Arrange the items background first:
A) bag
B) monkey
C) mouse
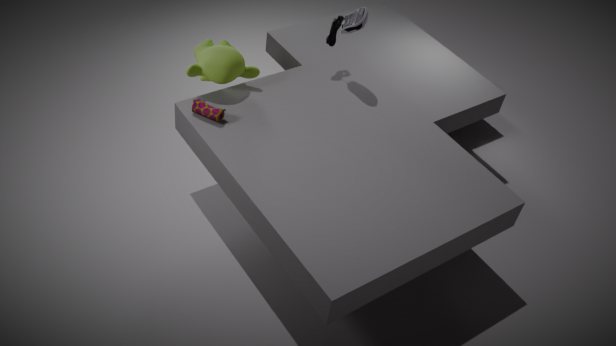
1. C. mouse
2. B. monkey
3. A. bag
